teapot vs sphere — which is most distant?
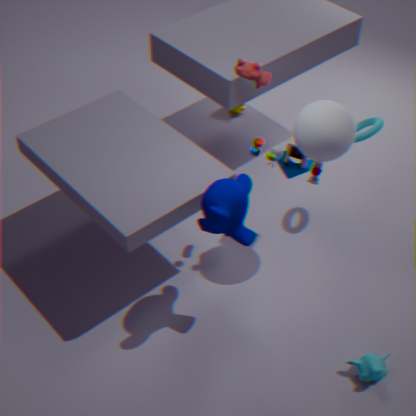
teapot
